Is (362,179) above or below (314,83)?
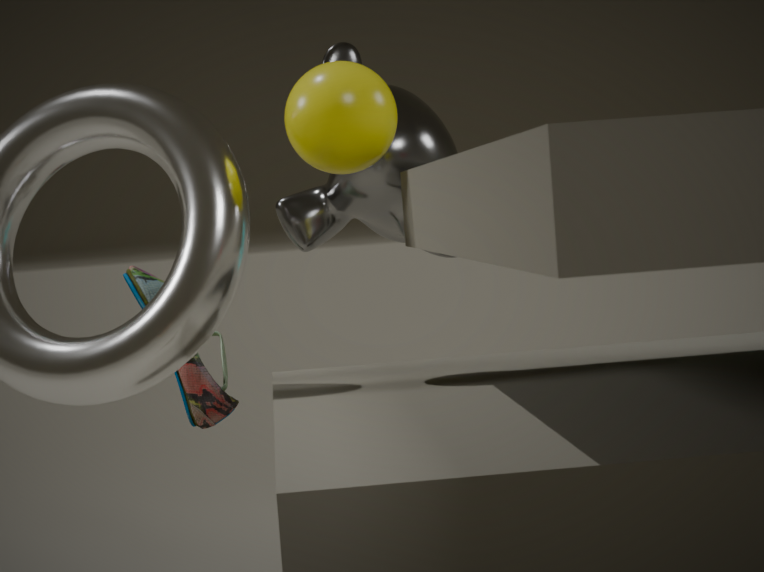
below
